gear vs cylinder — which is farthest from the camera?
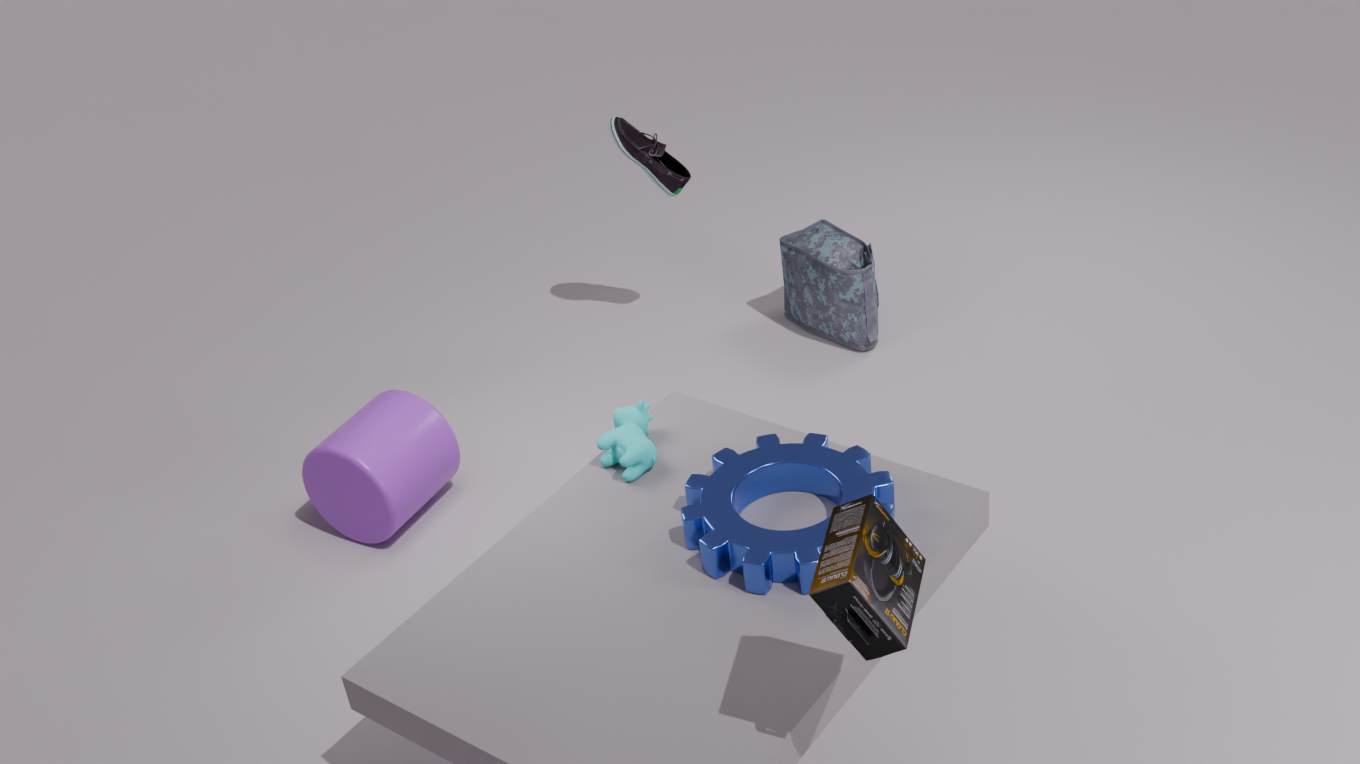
cylinder
